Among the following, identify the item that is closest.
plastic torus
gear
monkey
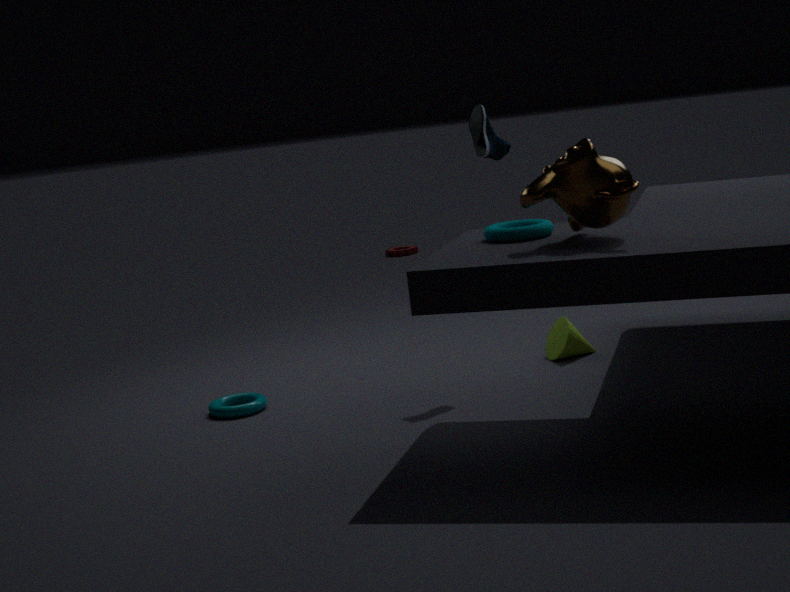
monkey
